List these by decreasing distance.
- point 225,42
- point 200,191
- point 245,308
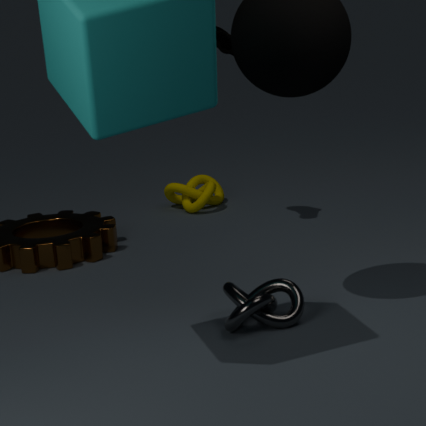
1. point 200,191
2. point 225,42
3. point 245,308
